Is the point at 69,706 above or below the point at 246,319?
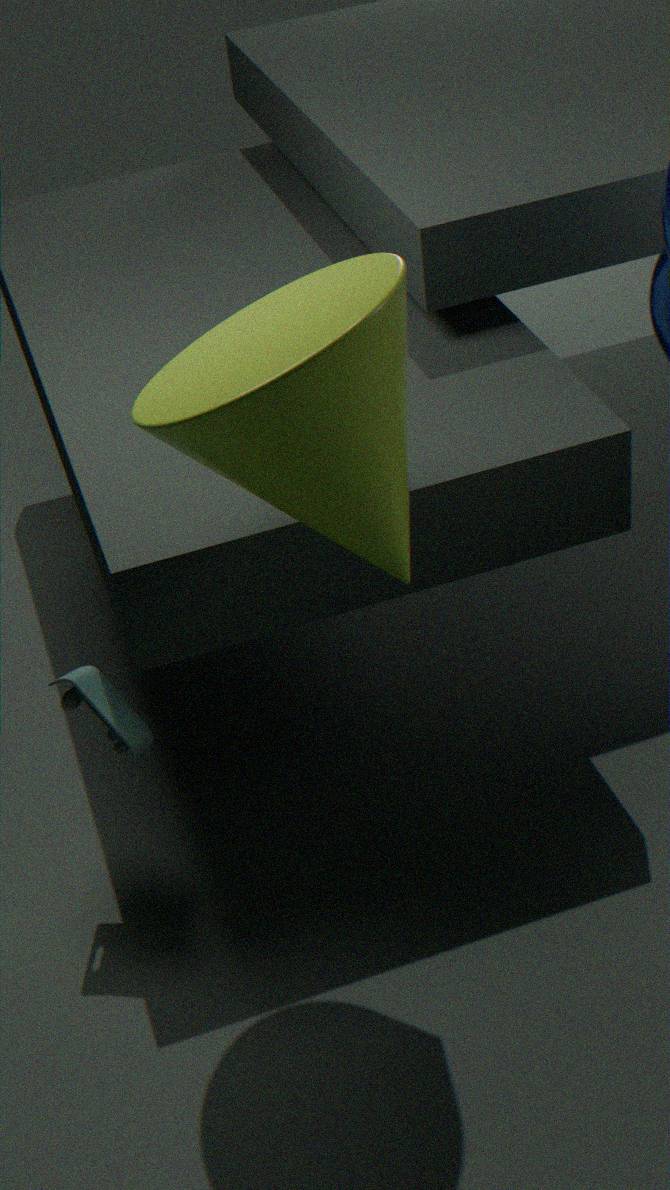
below
